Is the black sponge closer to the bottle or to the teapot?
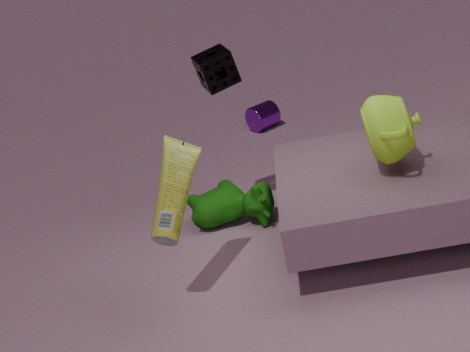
the bottle
